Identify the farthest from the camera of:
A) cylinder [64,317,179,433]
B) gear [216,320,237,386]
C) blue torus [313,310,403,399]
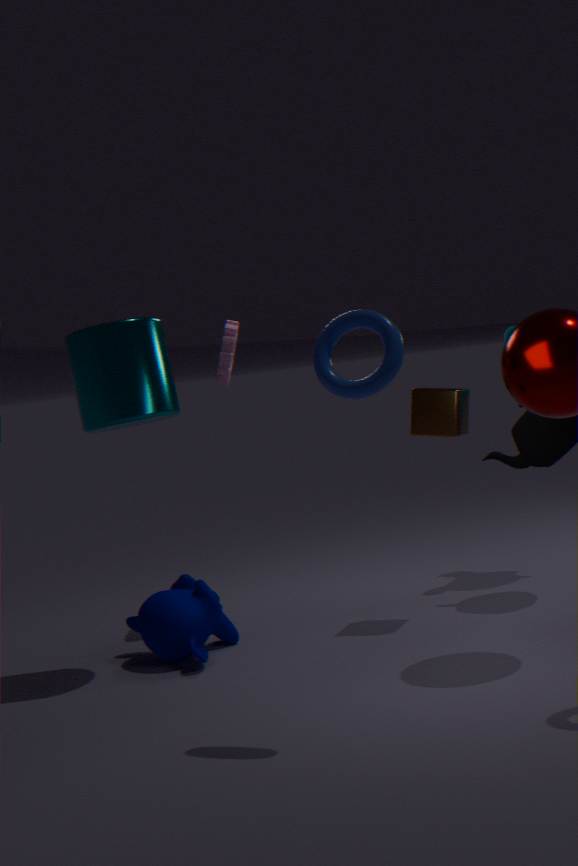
gear [216,320,237,386]
